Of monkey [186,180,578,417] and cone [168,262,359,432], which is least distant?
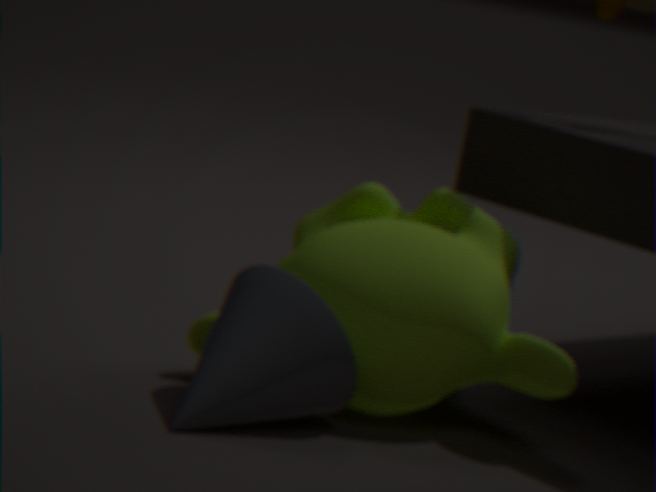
cone [168,262,359,432]
